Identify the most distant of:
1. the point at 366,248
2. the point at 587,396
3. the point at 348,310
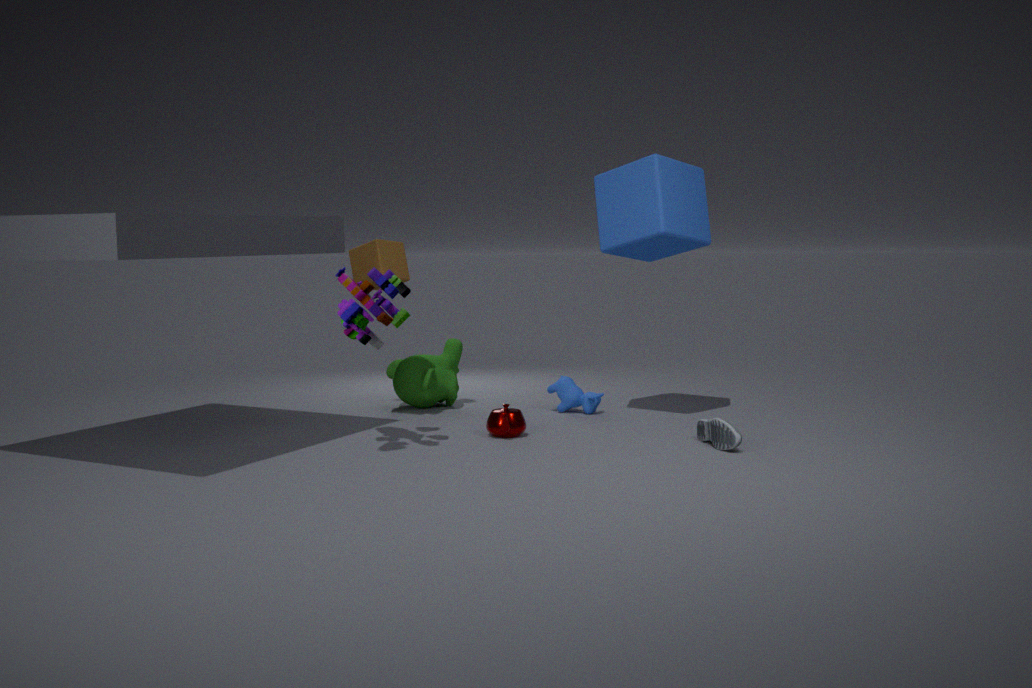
the point at 587,396
